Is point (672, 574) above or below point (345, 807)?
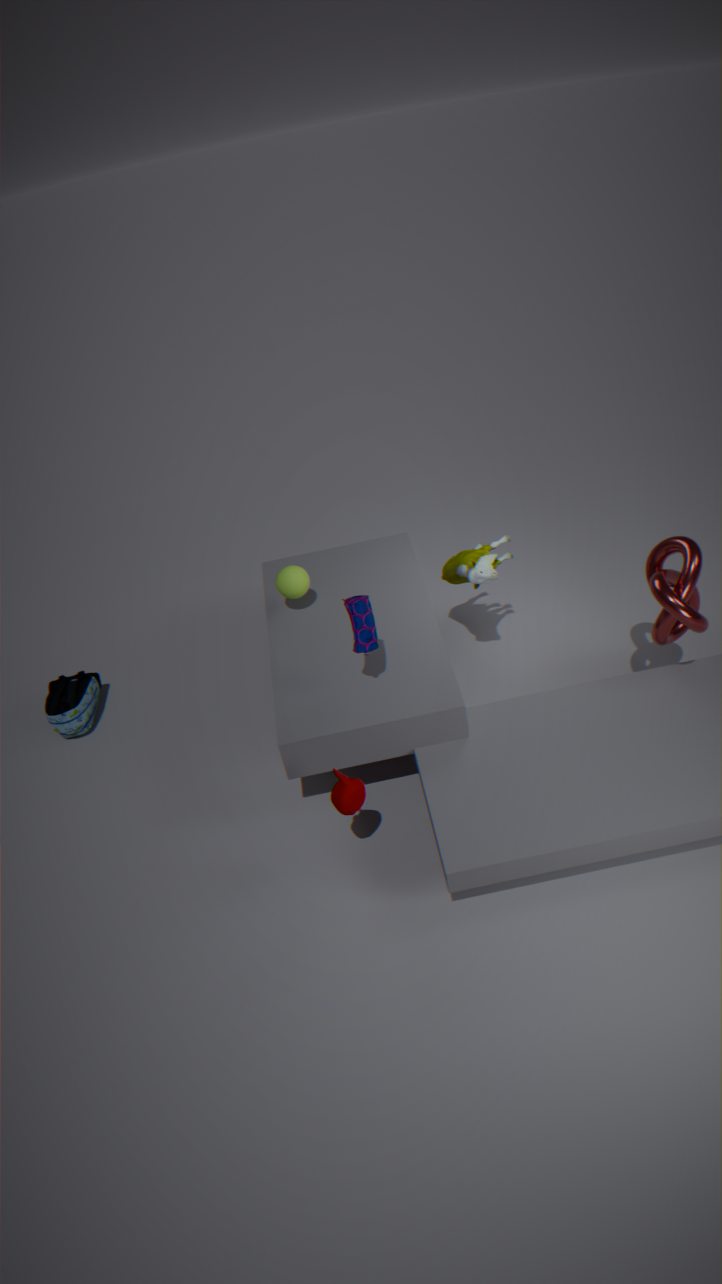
above
